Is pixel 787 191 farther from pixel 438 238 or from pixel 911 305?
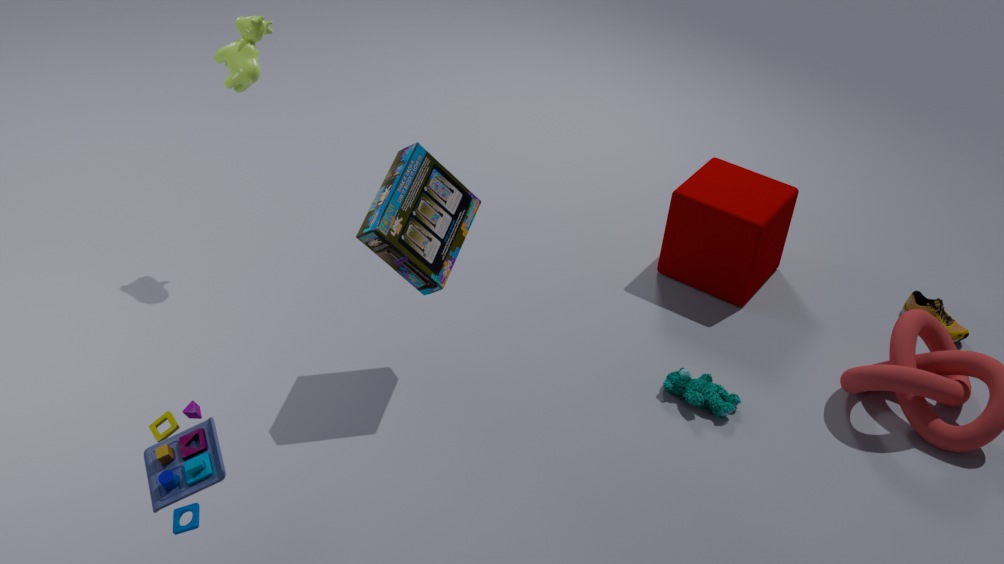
pixel 438 238
